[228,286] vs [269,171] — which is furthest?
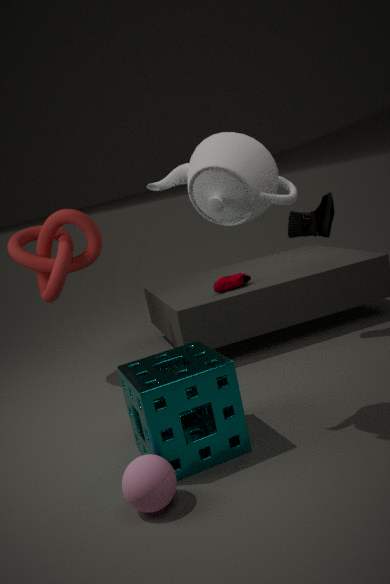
[228,286]
